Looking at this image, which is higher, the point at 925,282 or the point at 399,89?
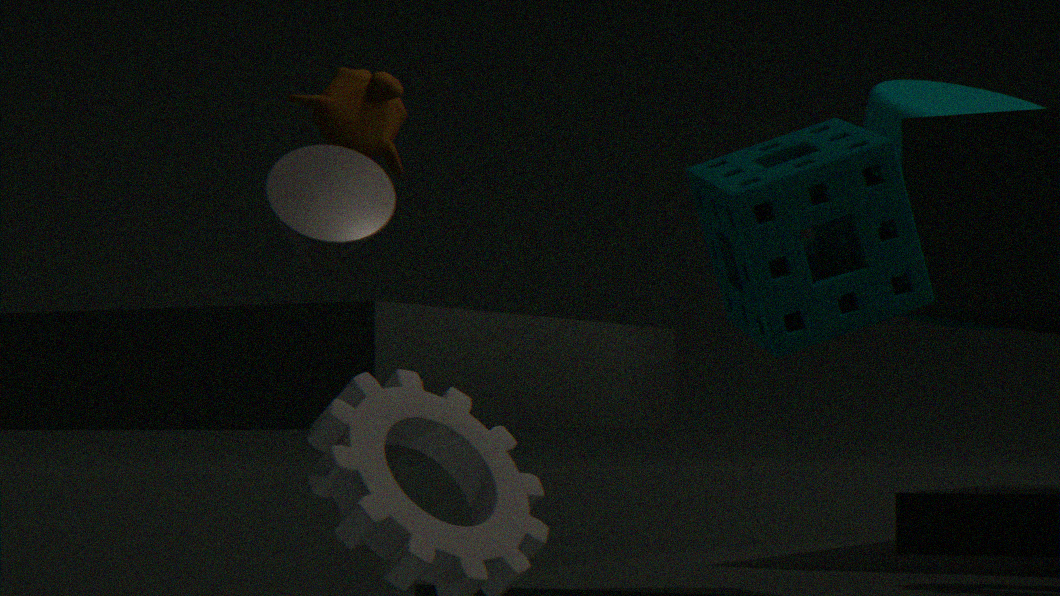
the point at 399,89
